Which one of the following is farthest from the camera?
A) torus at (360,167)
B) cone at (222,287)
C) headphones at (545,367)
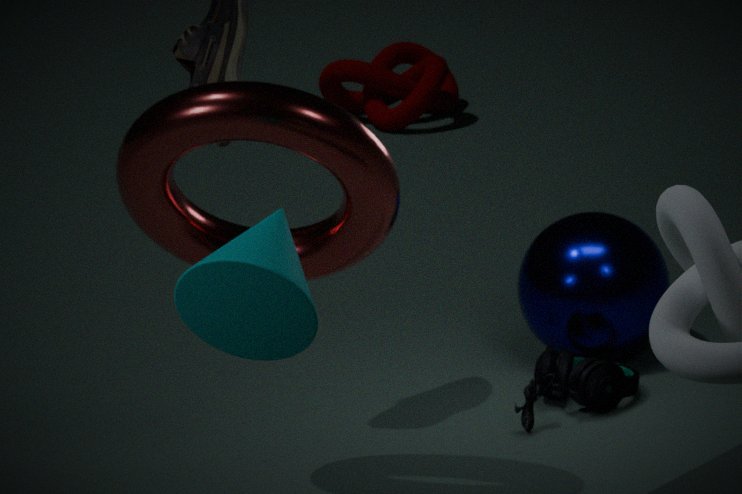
headphones at (545,367)
